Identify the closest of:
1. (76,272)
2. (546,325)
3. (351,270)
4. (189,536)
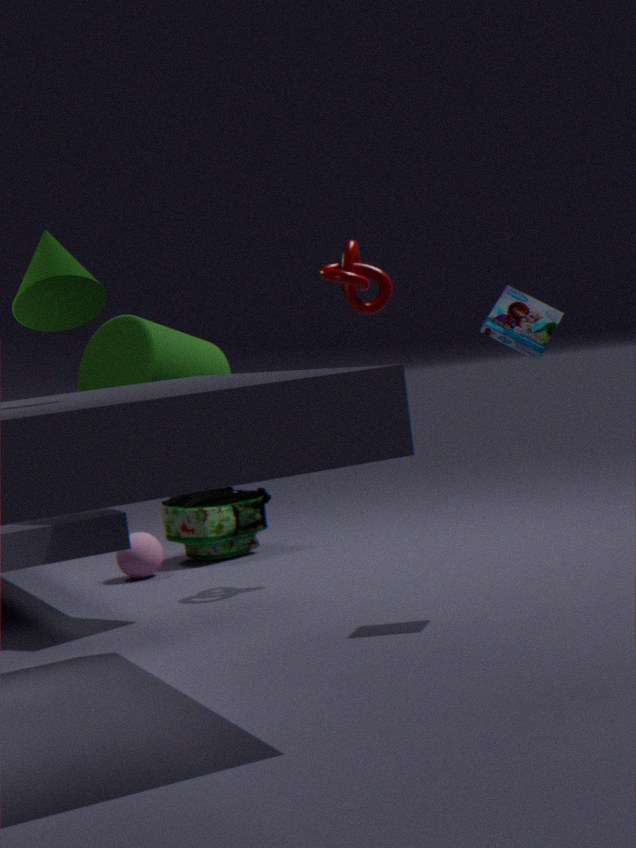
(76,272)
